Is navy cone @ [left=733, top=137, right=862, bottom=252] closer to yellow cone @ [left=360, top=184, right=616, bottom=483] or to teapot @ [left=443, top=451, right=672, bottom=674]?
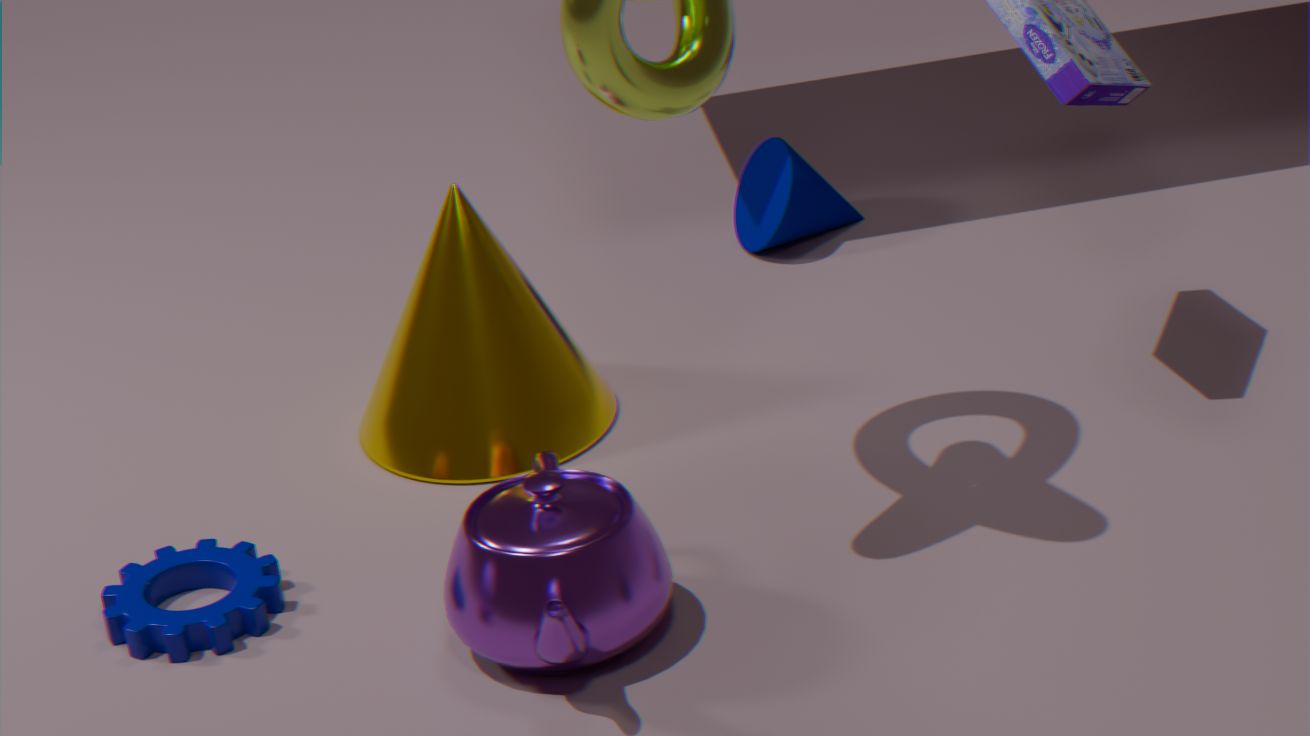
yellow cone @ [left=360, top=184, right=616, bottom=483]
